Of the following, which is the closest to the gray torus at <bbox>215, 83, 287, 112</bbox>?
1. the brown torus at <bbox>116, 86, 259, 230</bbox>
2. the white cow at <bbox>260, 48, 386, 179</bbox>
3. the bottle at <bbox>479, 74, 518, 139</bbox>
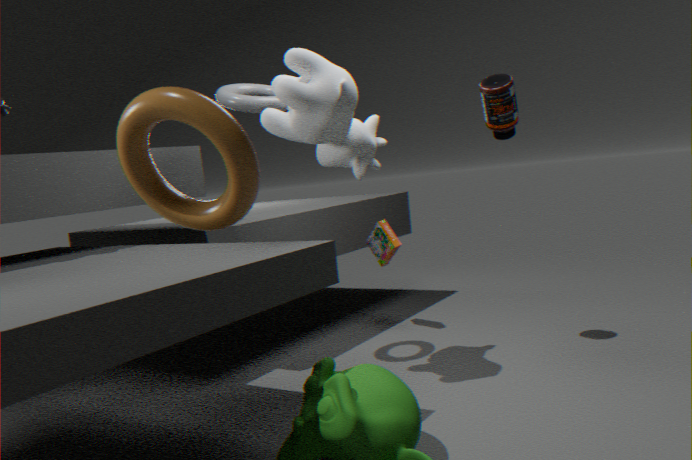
the white cow at <bbox>260, 48, 386, 179</bbox>
